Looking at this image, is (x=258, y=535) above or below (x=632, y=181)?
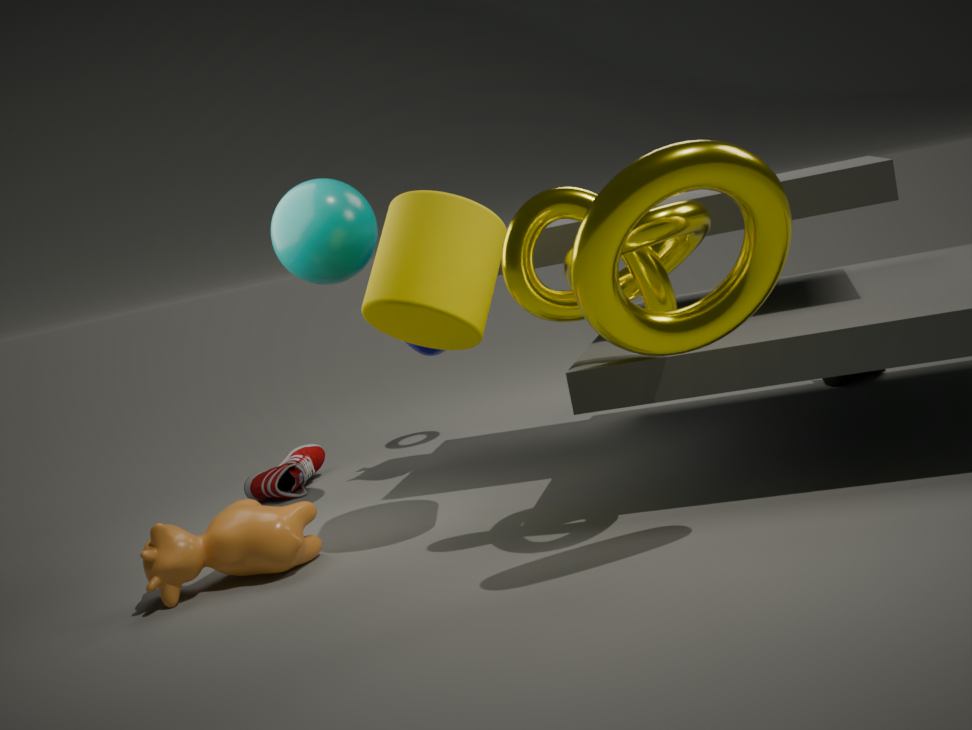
below
